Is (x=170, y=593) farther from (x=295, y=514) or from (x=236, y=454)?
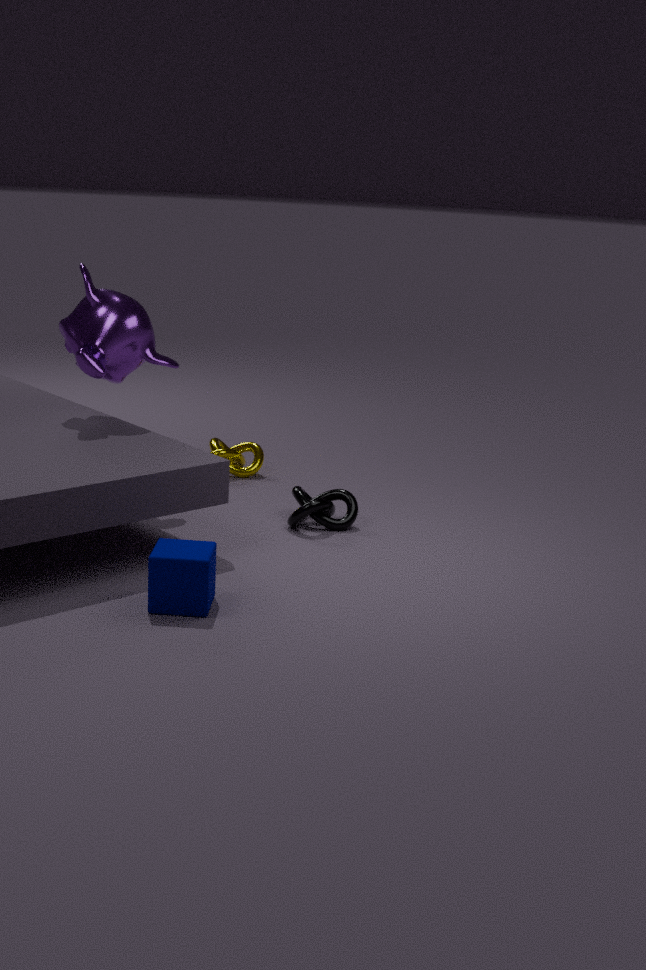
(x=236, y=454)
